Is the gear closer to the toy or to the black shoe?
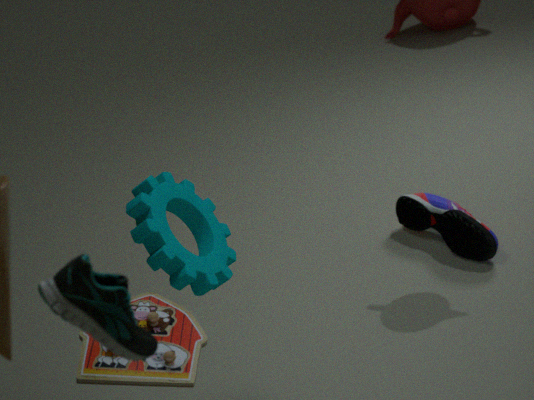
the toy
